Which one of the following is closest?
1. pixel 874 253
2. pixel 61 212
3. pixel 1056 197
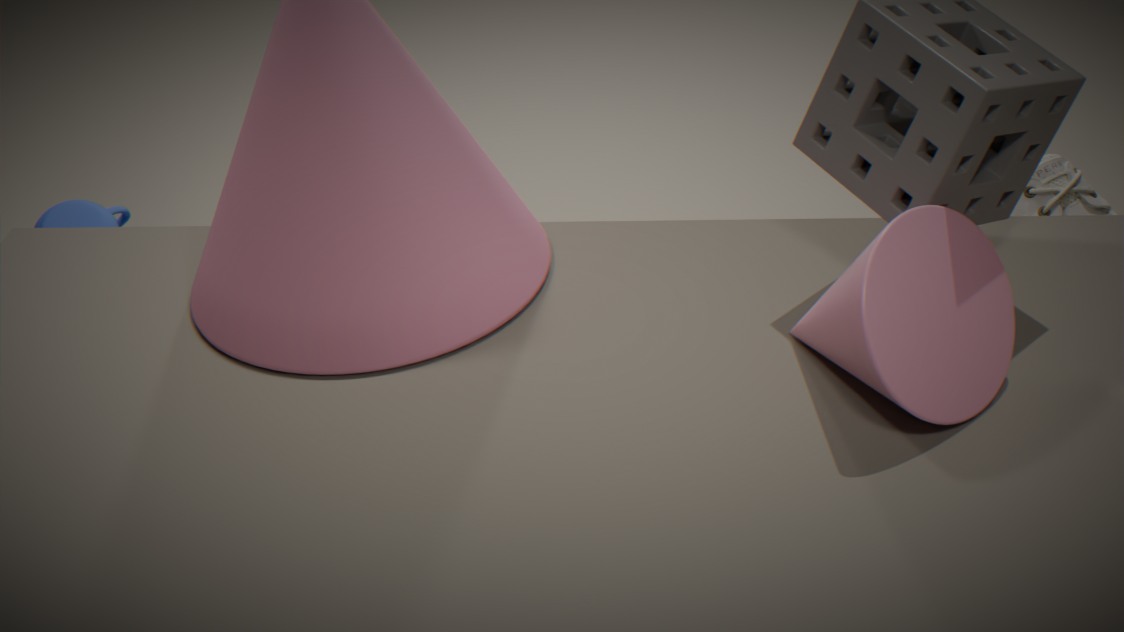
pixel 874 253
